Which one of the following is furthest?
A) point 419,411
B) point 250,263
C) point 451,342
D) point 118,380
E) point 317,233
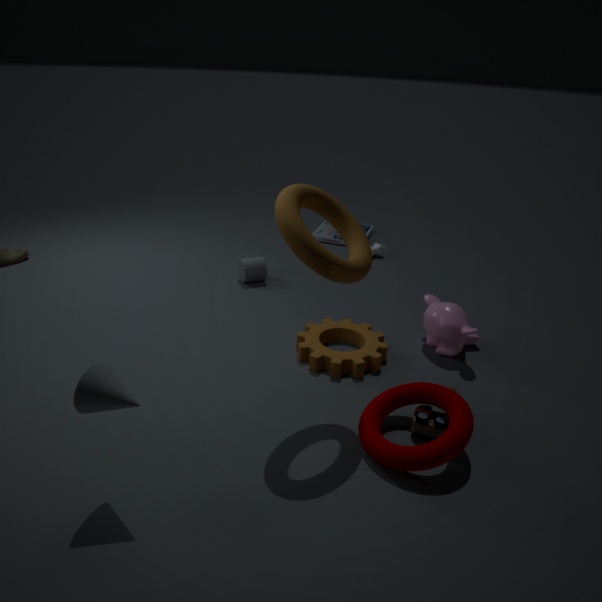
point 317,233
